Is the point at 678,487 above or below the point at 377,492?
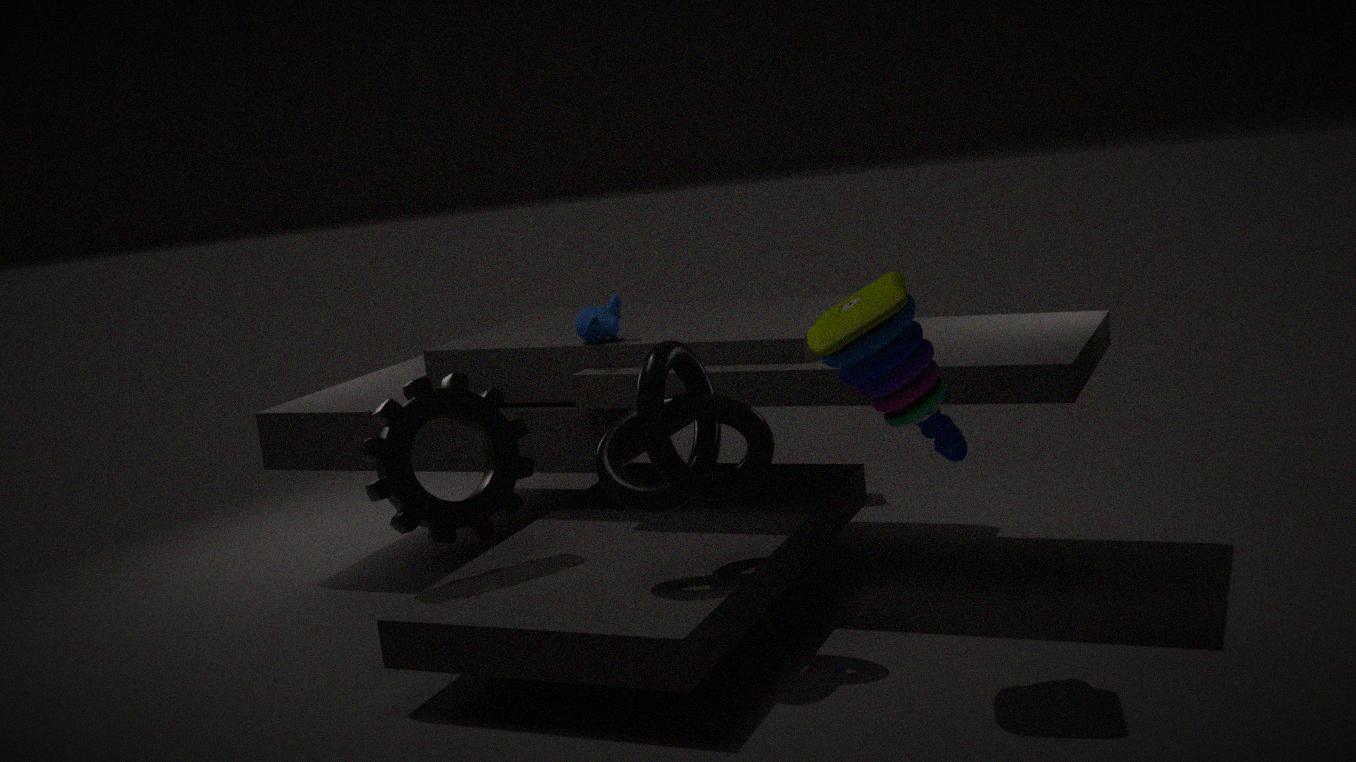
above
